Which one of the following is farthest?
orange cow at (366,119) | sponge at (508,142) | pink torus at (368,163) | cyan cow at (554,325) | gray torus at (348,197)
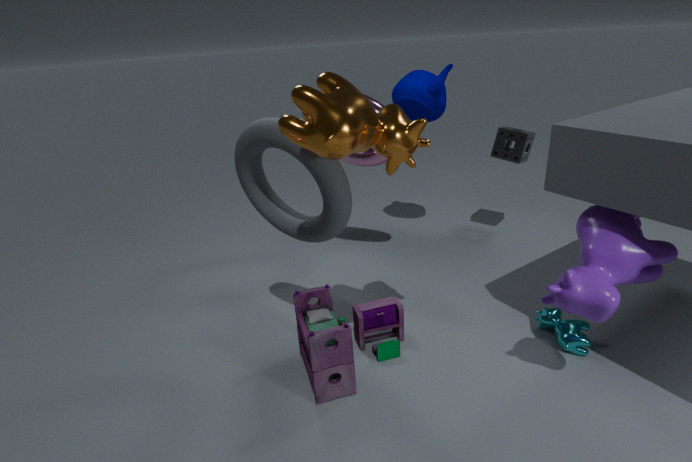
sponge at (508,142)
